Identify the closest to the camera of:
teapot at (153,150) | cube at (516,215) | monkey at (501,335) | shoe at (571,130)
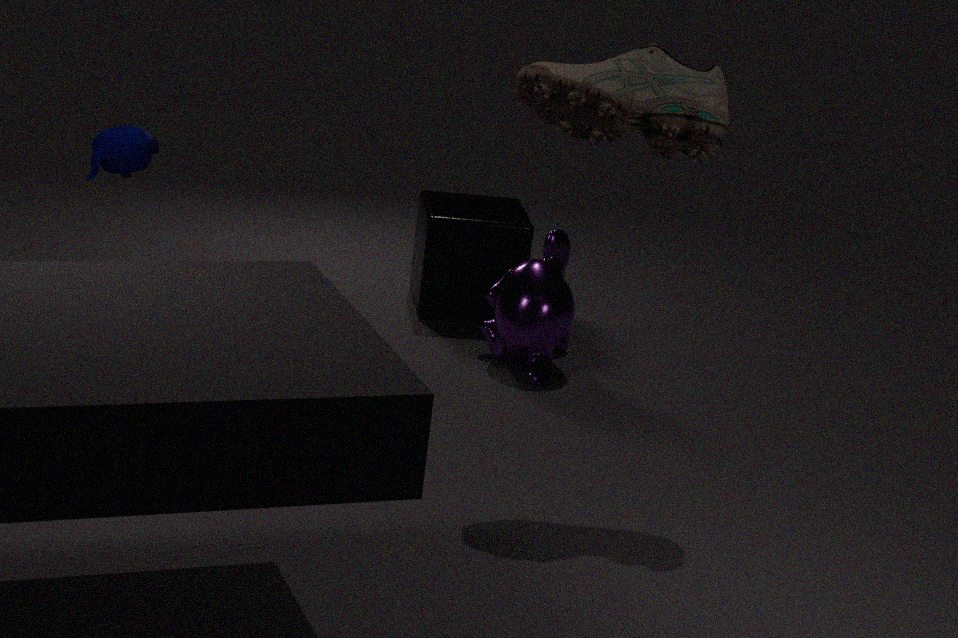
shoe at (571,130)
